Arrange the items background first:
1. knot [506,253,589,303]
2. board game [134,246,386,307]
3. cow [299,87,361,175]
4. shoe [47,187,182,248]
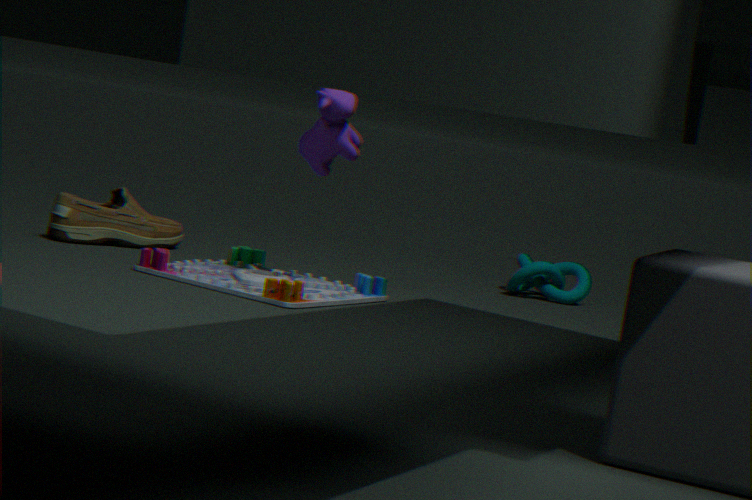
1. knot [506,253,589,303]
2. shoe [47,187,182,248]
3. cow [299,87,361,175]
4. board game [134,246,386,307]
